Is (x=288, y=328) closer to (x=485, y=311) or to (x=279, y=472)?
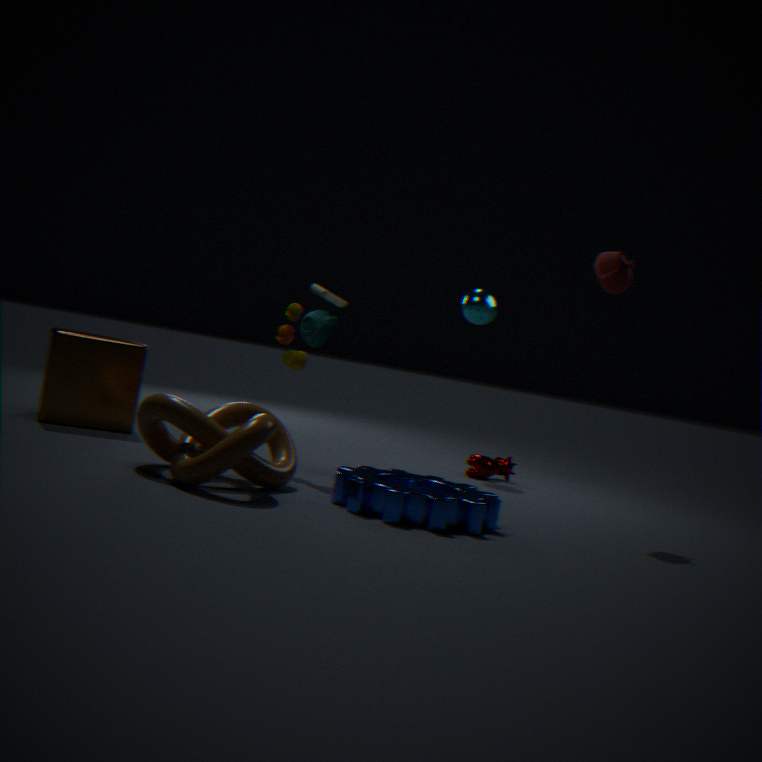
(x=279, y=472)
